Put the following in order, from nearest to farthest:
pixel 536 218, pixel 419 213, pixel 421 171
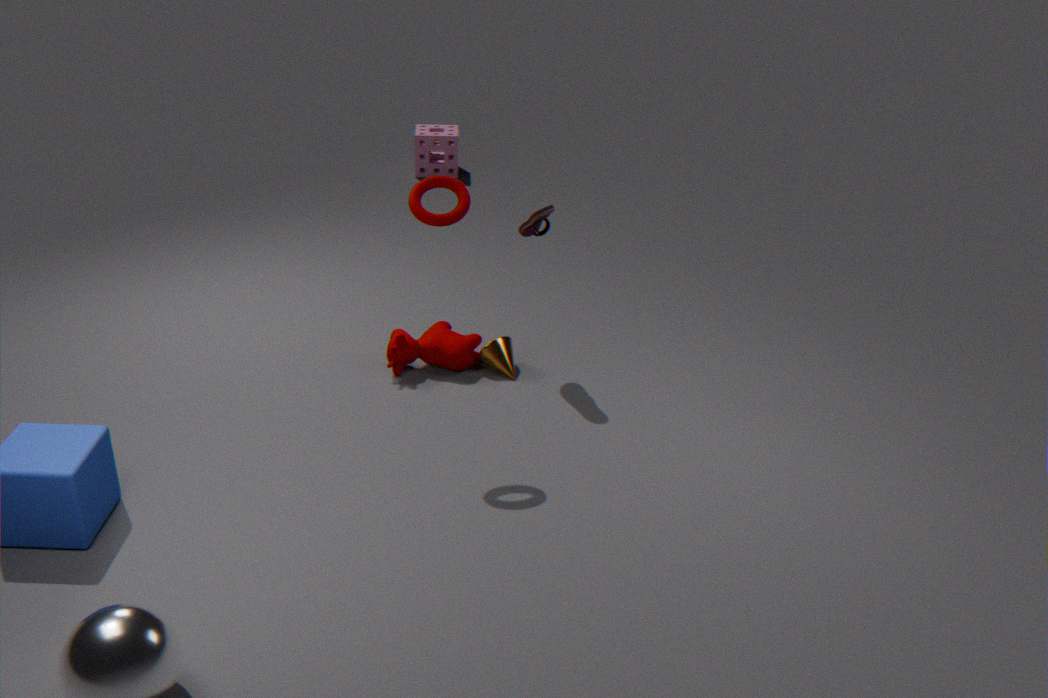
pixel 419 213, pixel 536 218, pixel 421 171
